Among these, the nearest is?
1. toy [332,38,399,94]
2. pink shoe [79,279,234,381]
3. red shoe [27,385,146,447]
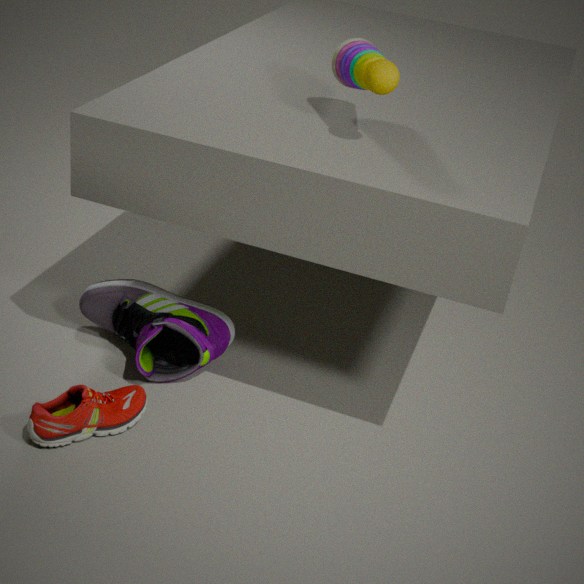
toy [332,38,399,94]
